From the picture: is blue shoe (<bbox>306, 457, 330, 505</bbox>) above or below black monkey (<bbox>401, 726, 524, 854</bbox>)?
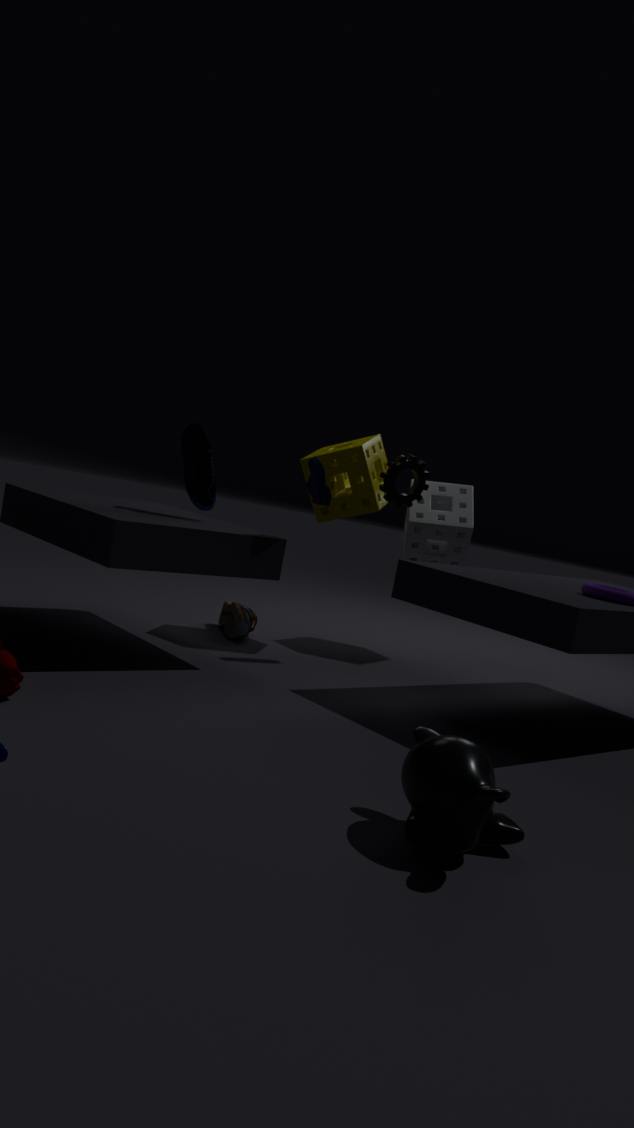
above
